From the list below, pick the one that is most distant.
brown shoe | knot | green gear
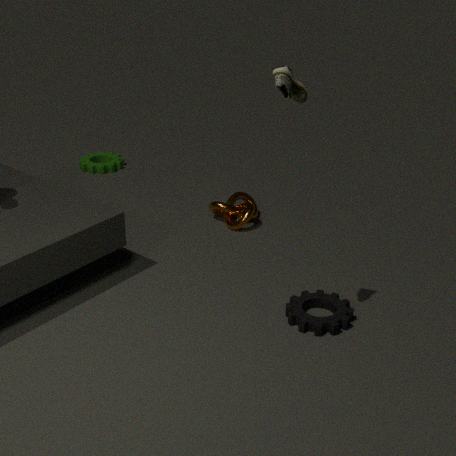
green gear
